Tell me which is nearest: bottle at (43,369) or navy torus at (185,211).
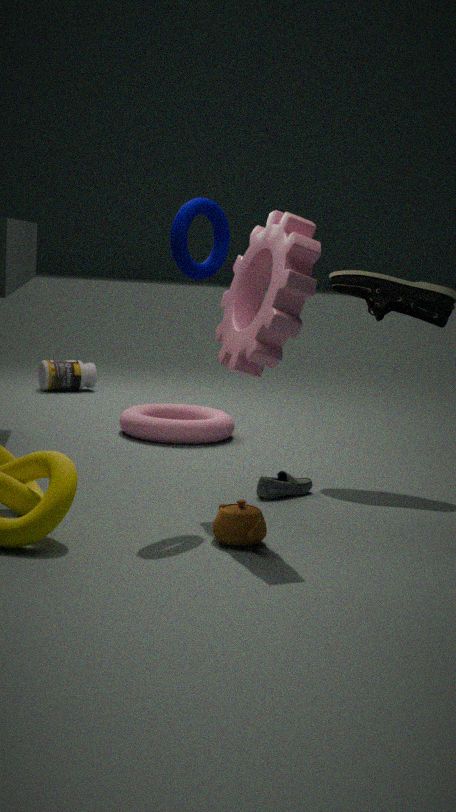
navy torus at (185,211)
